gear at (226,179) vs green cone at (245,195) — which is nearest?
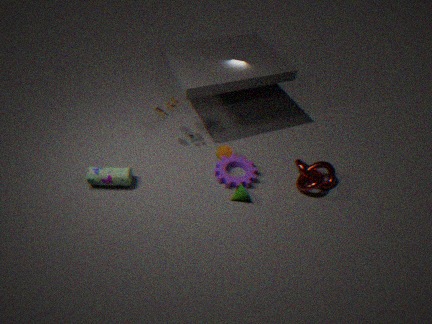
green cone at (245,195)
